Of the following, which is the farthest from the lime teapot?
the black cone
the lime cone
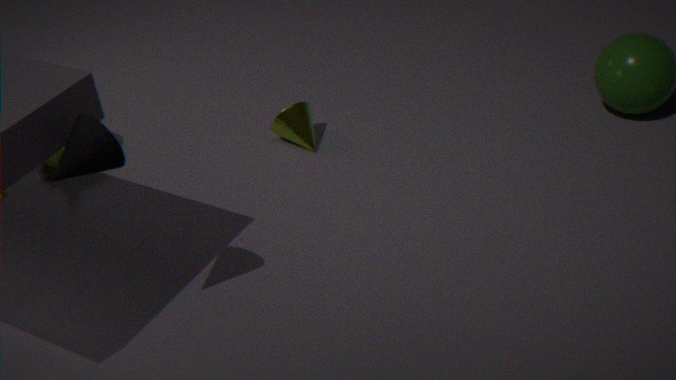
the black cone
